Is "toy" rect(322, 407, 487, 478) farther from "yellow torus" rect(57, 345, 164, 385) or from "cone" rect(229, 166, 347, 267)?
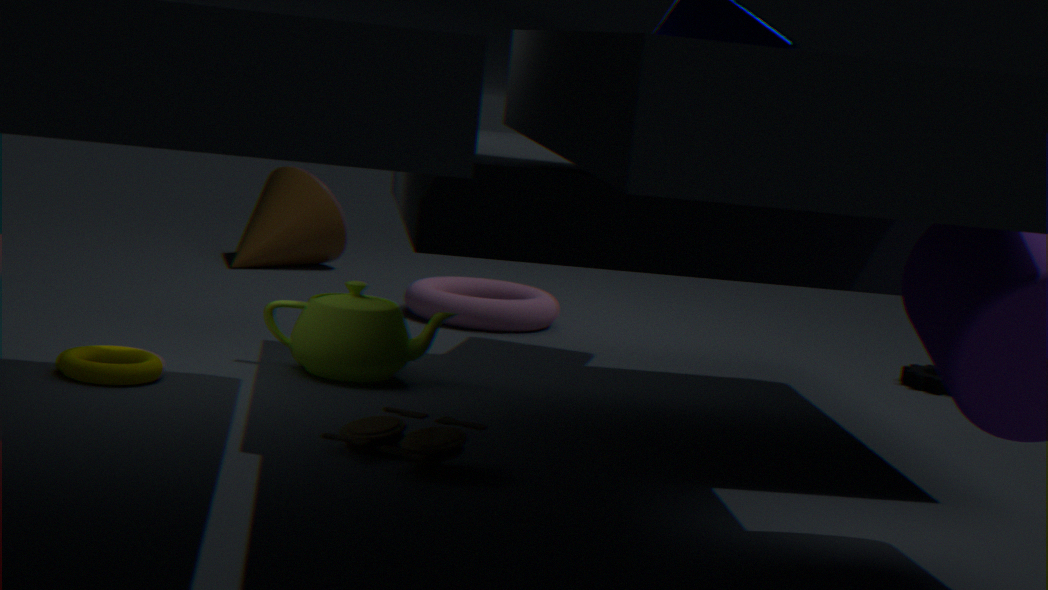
"cone" rect(229, 166, 347, 267)
